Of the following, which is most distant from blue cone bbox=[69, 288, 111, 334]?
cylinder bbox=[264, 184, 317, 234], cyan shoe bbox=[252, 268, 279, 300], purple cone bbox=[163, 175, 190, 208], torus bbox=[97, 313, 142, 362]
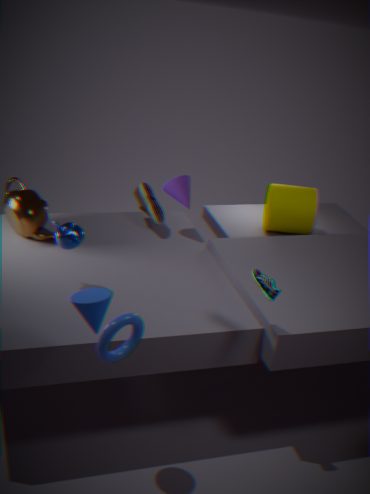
cylinder bbox=[264, 184, 317, 234]
